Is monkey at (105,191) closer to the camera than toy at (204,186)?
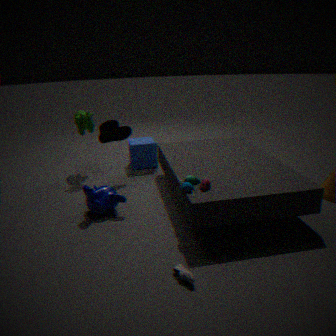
No
